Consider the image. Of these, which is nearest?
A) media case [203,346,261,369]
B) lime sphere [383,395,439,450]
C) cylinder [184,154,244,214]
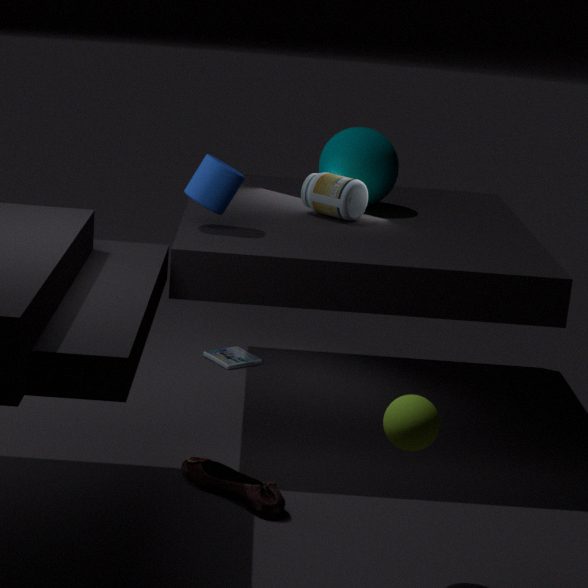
lime sphere [383,395,439,450]
